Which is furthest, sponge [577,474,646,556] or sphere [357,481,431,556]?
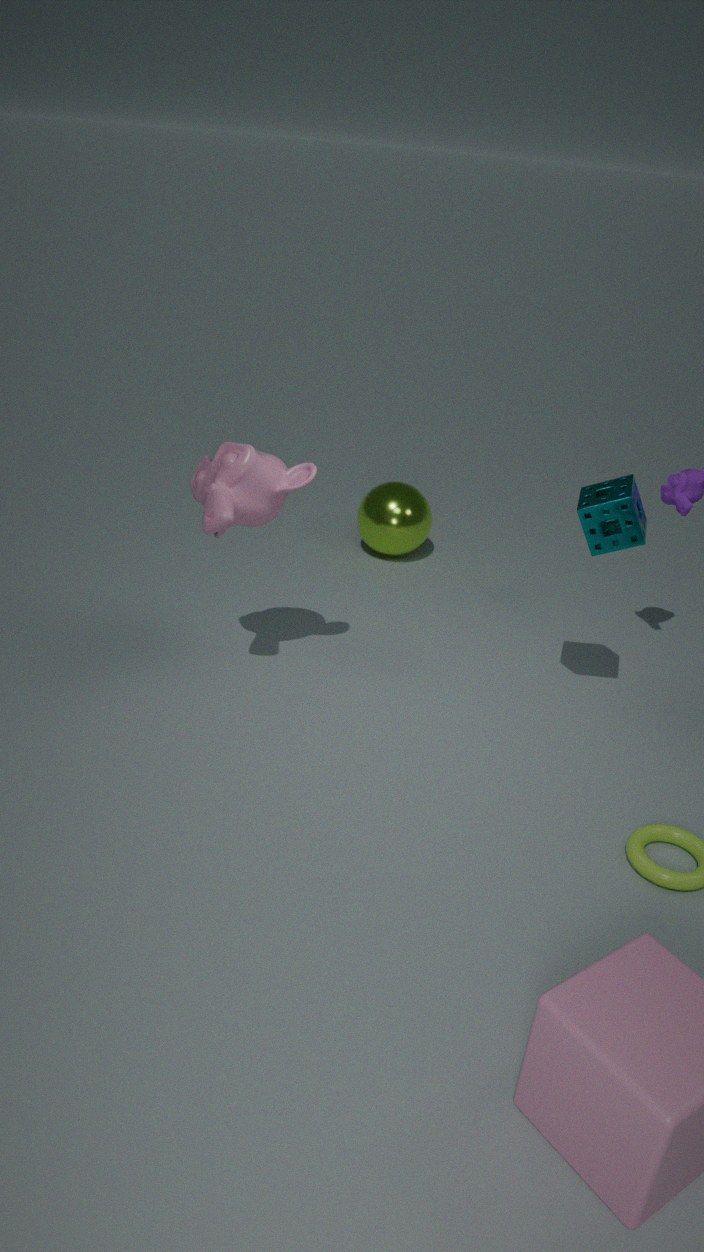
sphere [357,481,431,556]
